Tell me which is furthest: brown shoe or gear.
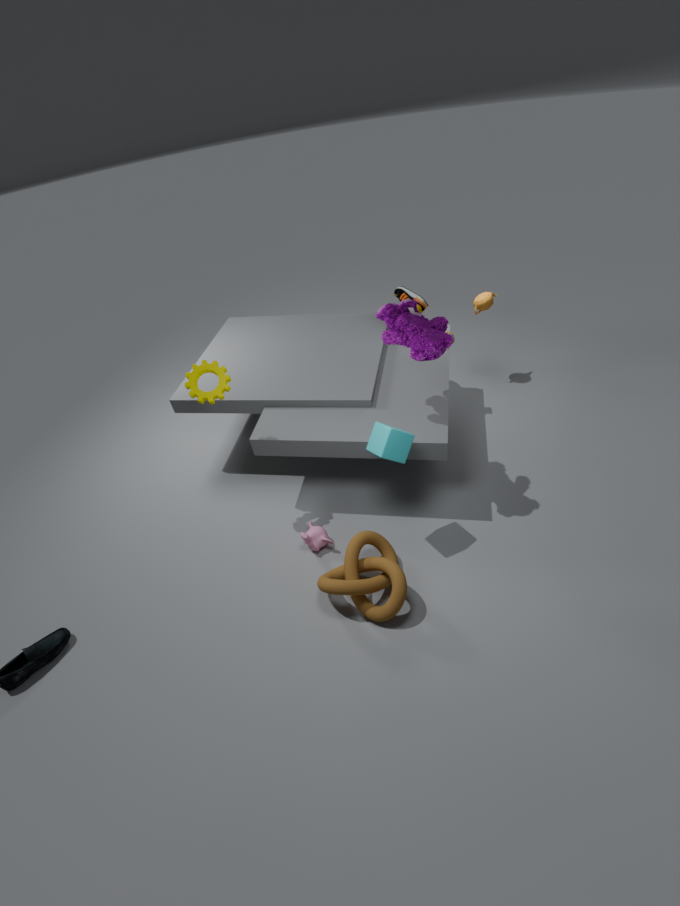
brown shoe
